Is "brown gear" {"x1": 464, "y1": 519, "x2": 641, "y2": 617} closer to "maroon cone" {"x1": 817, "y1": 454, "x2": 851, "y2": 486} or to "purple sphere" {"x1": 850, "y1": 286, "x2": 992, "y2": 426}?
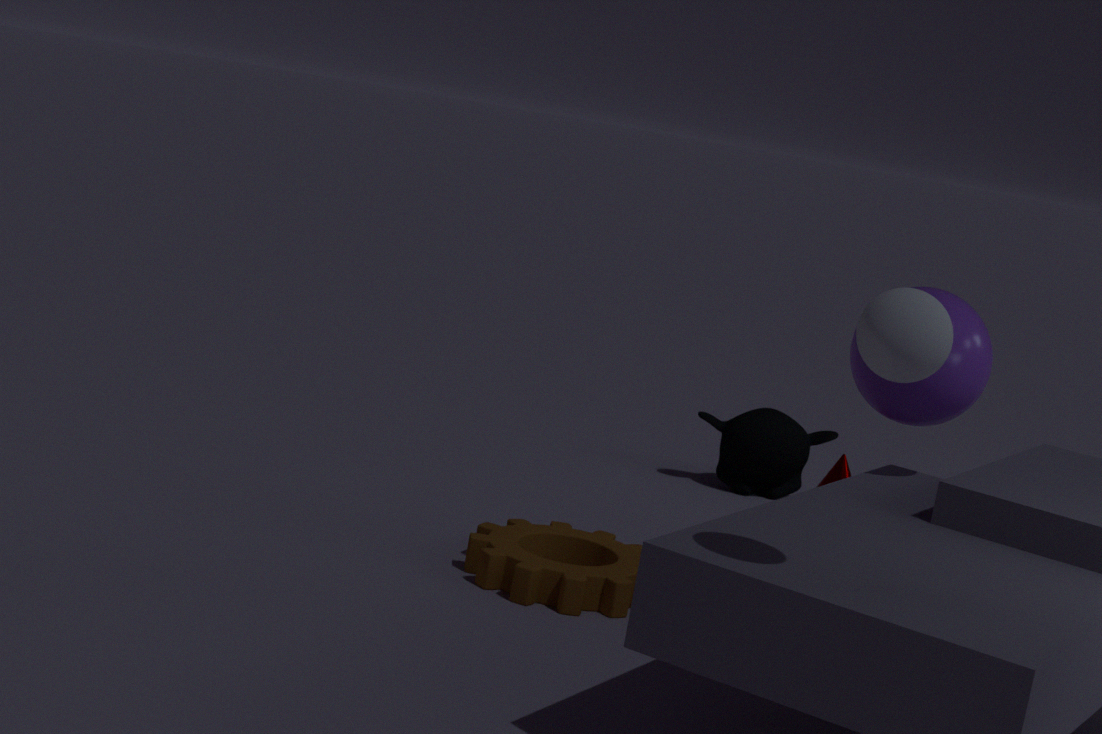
"maroon cone" {"x1": 817, "y1": 454, "x2": 851, "y2": 486}
